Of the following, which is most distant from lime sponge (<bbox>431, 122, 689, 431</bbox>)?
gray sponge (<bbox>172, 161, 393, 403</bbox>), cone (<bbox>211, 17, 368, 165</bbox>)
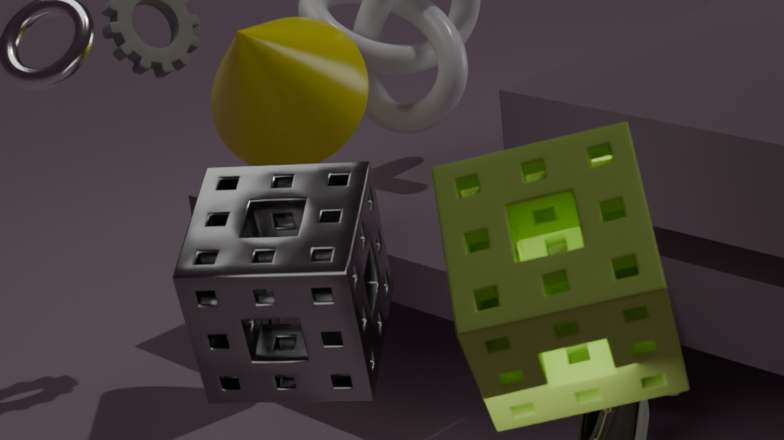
cone (<bbox>211, 17, 368, 165</bbox>)
